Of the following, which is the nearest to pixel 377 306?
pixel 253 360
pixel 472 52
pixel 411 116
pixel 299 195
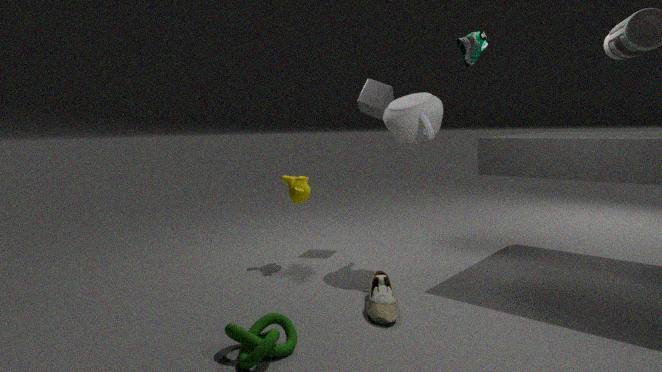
pixel 253 360
